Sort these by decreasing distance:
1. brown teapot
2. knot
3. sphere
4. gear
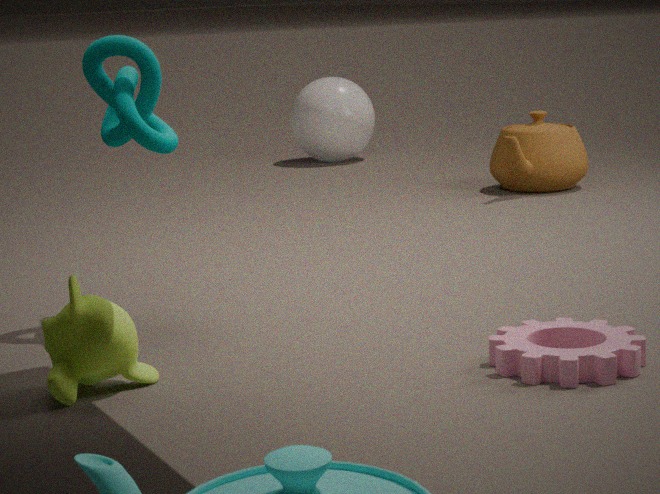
sphere
brown teapot
knot
gear
